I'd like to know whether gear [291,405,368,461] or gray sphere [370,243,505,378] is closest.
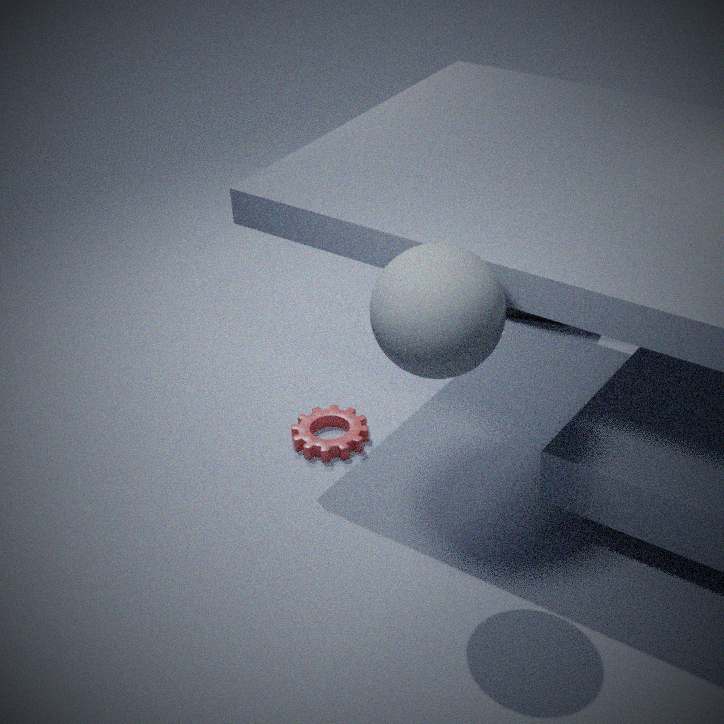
gray sphere [370,243,505,378]
